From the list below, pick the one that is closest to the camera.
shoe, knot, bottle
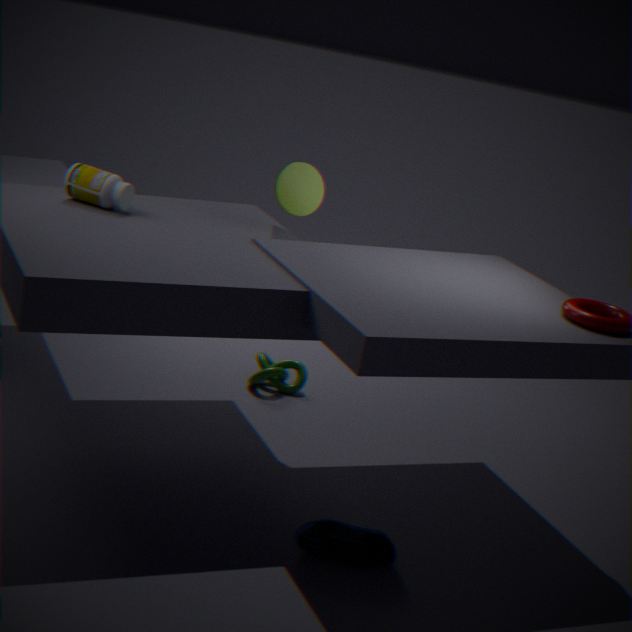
shoe
